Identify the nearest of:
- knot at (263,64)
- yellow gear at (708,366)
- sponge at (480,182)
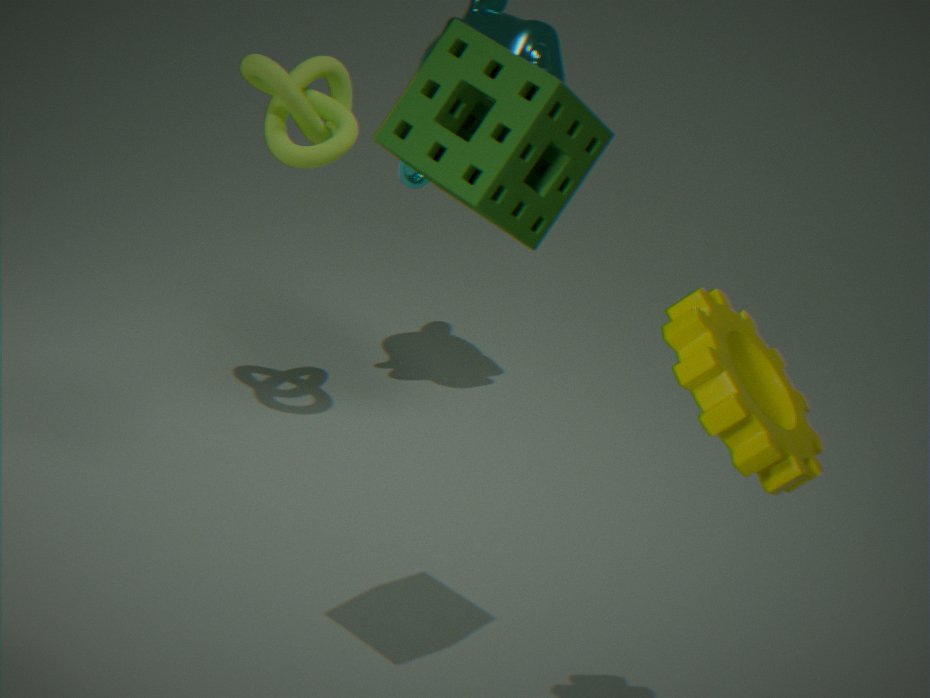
yellow gear at (708,366)
